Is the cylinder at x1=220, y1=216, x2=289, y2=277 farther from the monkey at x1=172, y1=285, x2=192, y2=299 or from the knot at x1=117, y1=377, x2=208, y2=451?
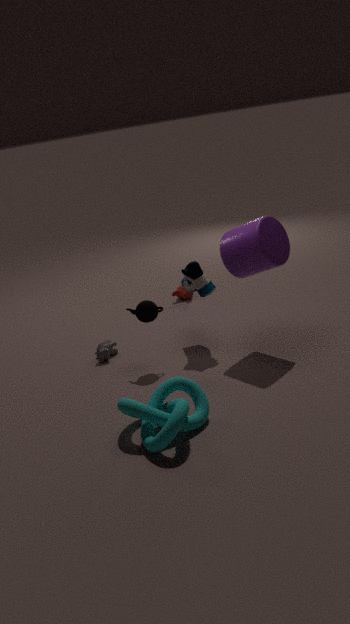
the monkey at x1=172, y1=285, x2=192, y2=299
